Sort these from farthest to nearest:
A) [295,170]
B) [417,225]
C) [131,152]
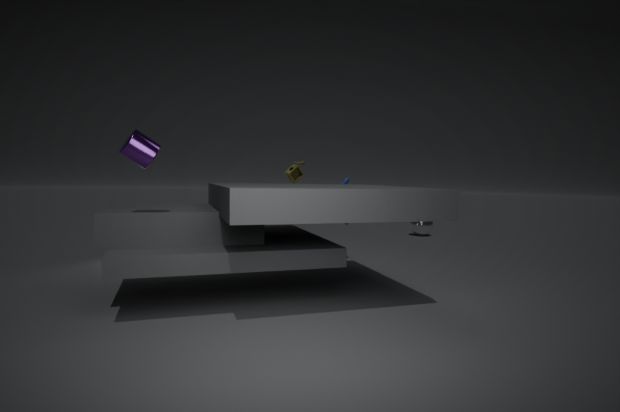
[417,225] → [295,170] → [131,152]
